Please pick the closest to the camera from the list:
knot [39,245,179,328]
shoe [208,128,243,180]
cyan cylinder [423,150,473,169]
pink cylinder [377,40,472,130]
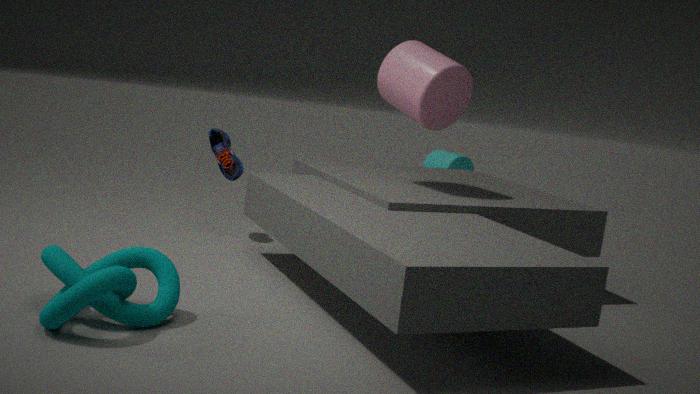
knot [39,245,179,328]
